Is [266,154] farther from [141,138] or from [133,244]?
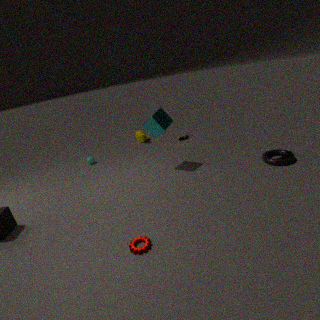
[141,138]
